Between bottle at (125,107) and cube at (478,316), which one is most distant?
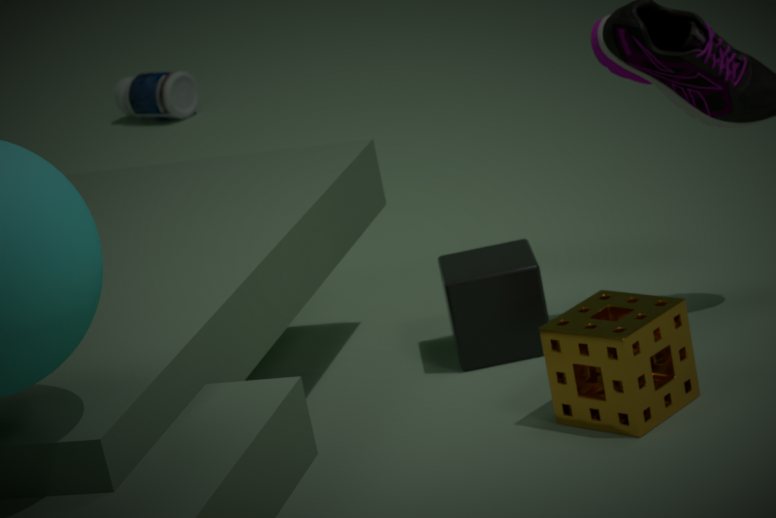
bottle at (125,107)
